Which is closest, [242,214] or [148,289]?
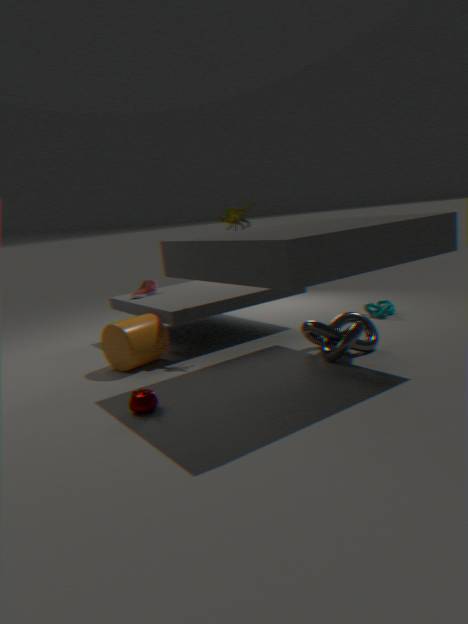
[242,214]
